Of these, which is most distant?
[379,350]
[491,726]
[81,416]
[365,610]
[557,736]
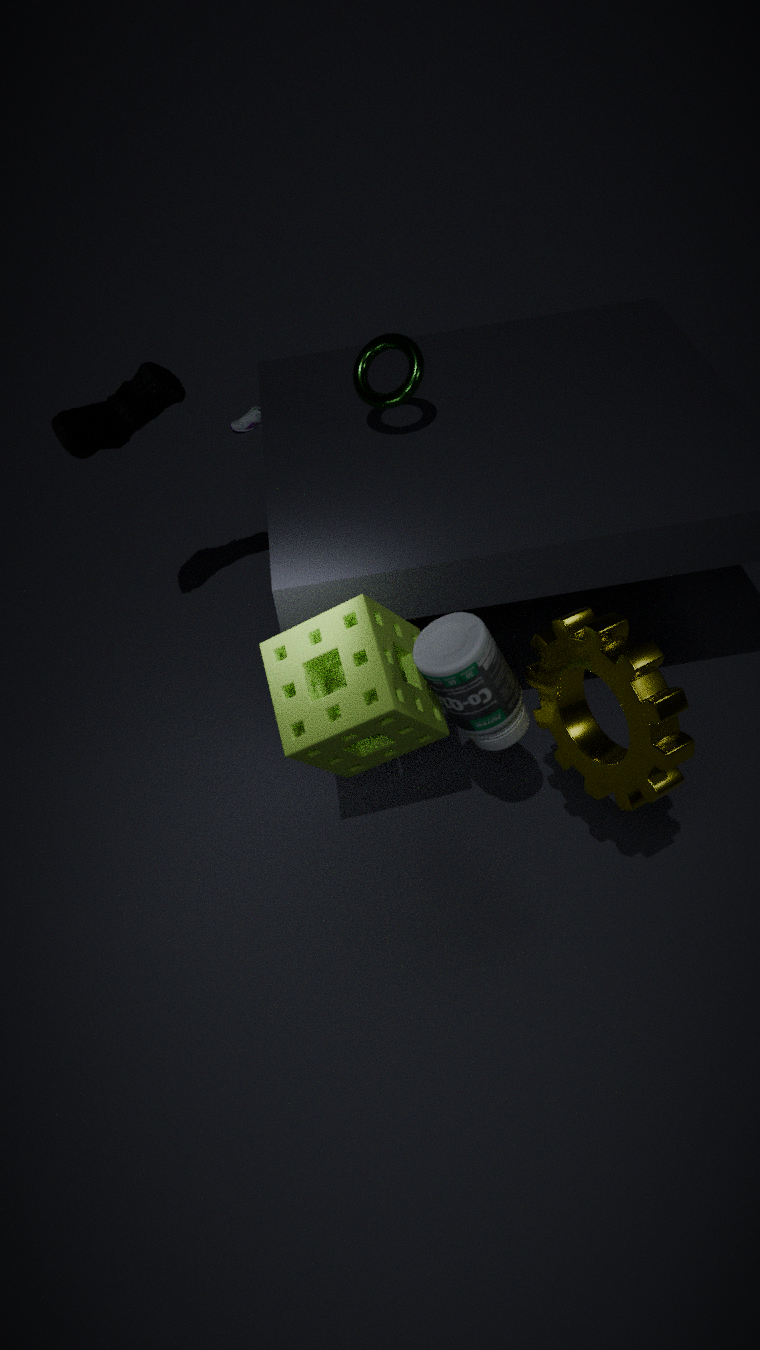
[81,416]
